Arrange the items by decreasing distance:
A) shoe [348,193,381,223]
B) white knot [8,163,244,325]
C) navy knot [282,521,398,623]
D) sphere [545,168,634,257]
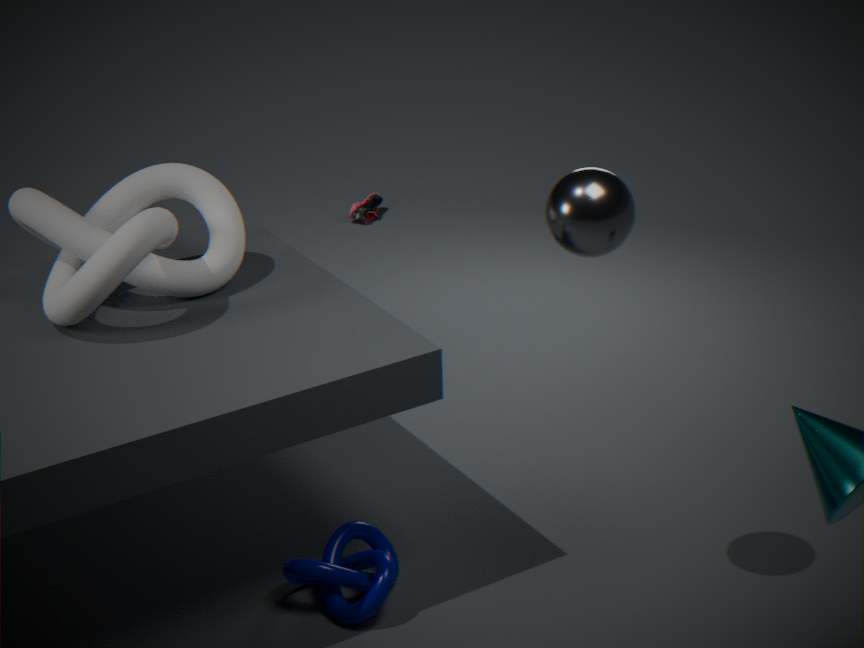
shoe [348,193,381,223]
navy knot [282,521,398,623]
white knot [8,163,244,325]
sphere [545,168,634,257]
